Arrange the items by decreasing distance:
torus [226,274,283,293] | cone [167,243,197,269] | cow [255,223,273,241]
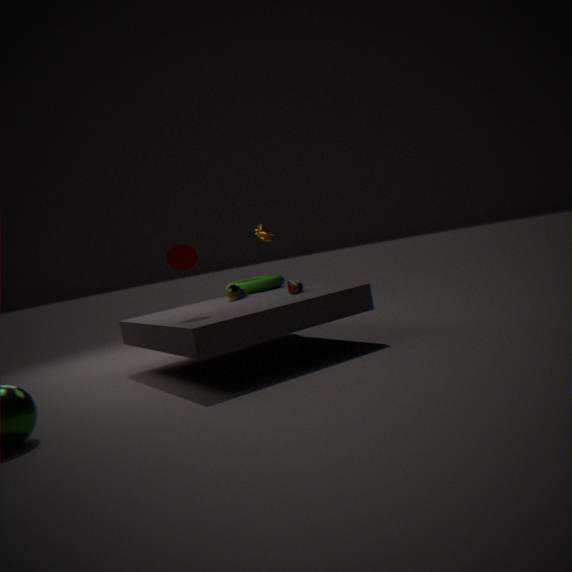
cow [255,223,273,241]
torus [226,274,283,293]
cone [167,243,197,269]
